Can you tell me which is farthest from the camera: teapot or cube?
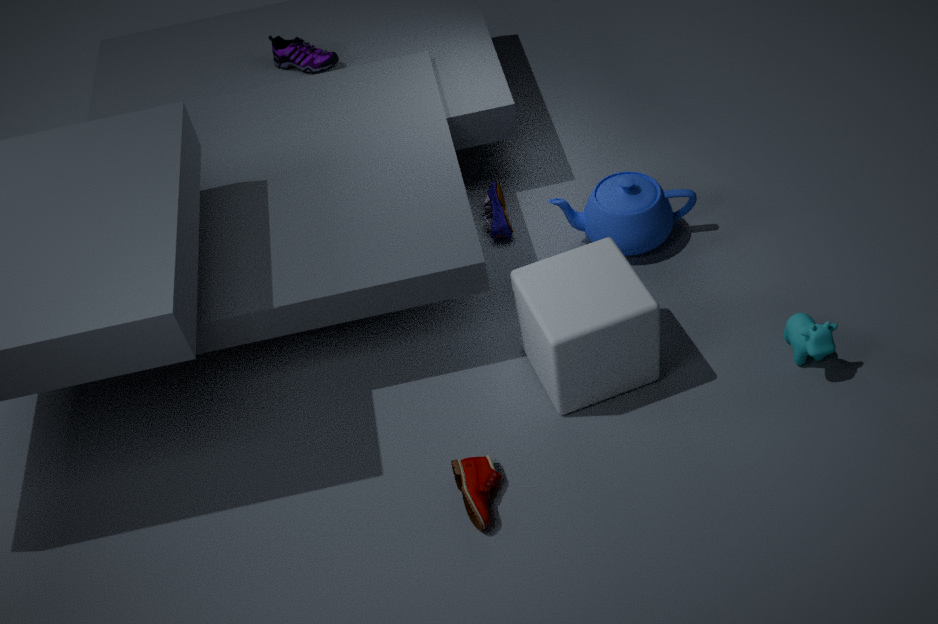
teapot
